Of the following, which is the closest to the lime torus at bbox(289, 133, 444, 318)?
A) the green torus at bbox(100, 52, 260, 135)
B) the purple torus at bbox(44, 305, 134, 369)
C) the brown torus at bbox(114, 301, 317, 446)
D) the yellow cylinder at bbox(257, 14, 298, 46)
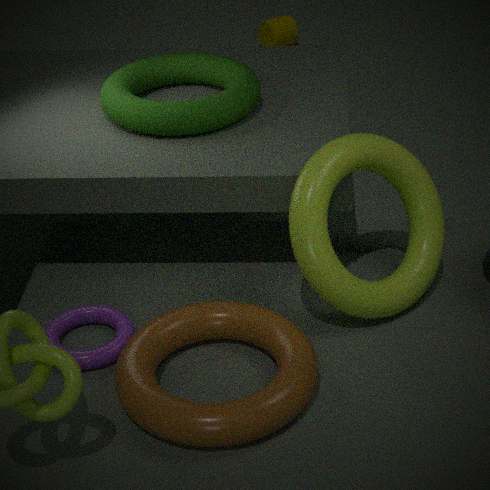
the brown torus at bbox(114, 301, 317, 446)
